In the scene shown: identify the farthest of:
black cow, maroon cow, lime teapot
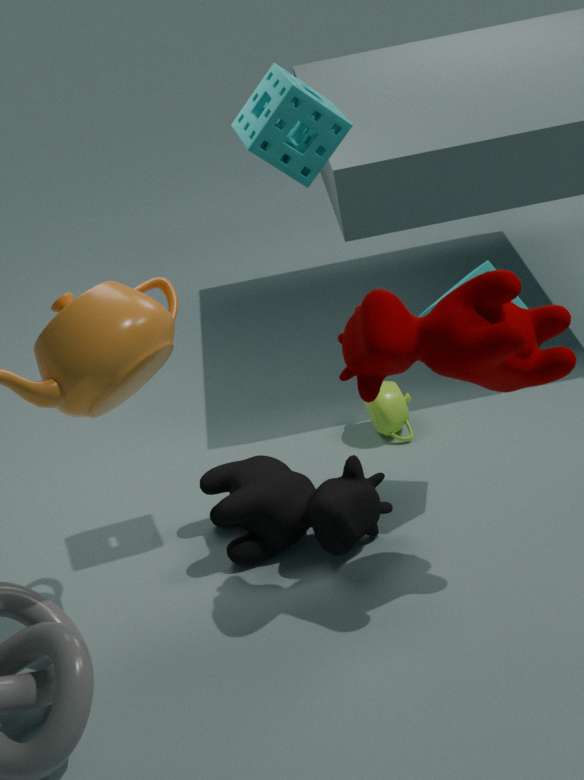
lime teapot
